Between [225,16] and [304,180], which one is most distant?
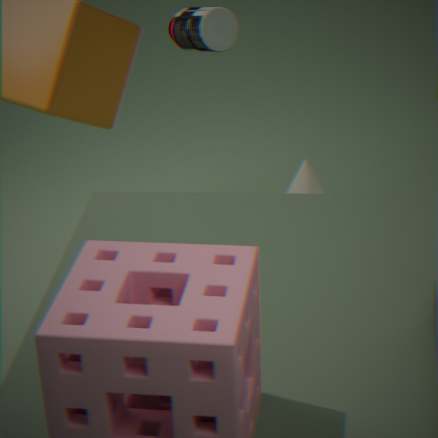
[225,16]
